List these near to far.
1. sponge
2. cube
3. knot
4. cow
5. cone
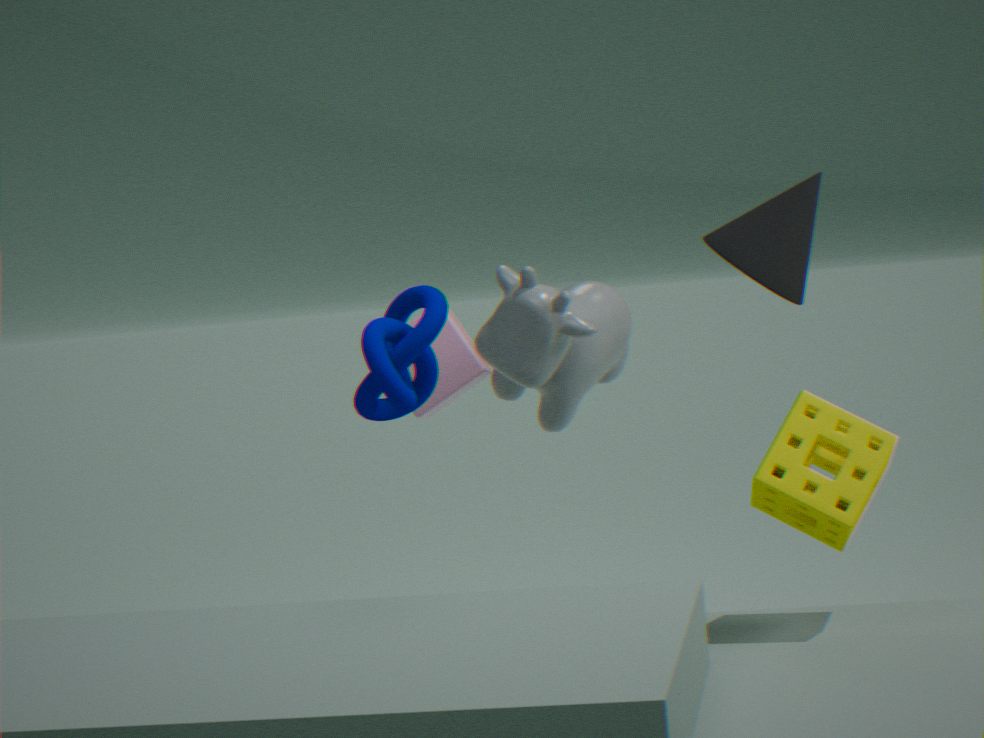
sponge → knot → cone → cow → cube
